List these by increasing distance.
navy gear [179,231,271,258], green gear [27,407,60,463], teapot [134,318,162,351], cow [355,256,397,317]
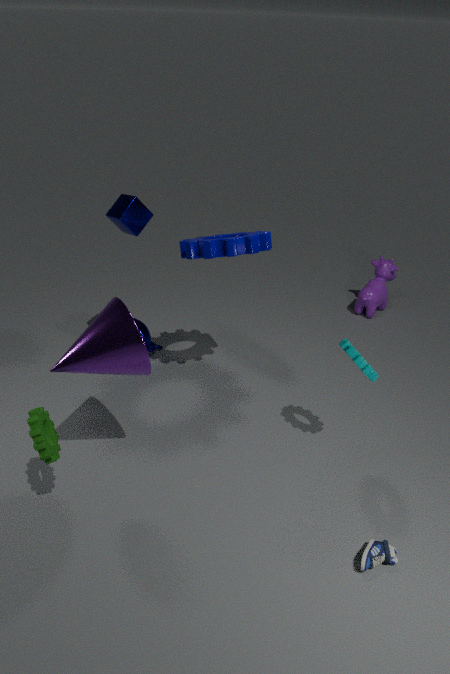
green gear [27,407,60,463], navy gear [179,231,271,258], teapot [134,318,162,351], cow [355,256,397,317]
